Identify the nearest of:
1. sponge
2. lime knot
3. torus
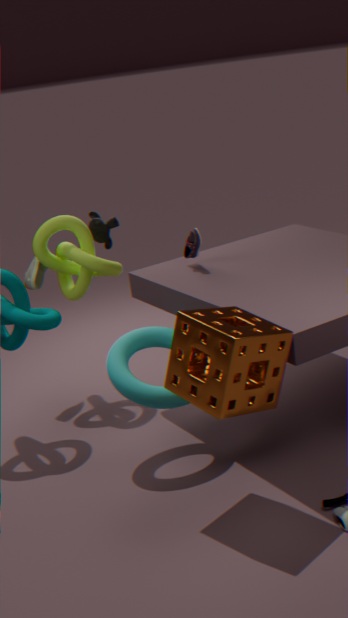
sponge
